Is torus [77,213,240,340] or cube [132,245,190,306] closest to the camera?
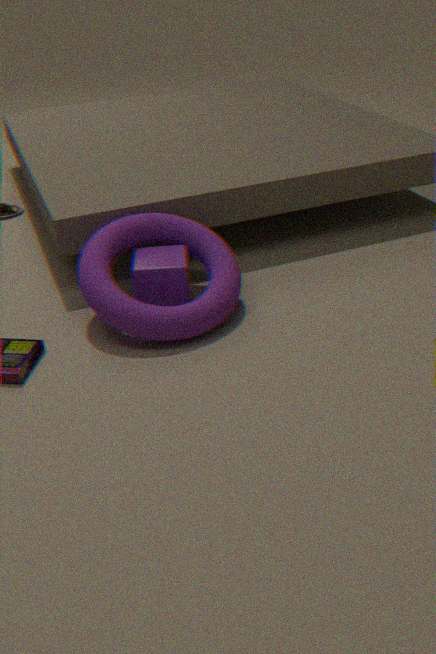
torus [77,213,240,340]
